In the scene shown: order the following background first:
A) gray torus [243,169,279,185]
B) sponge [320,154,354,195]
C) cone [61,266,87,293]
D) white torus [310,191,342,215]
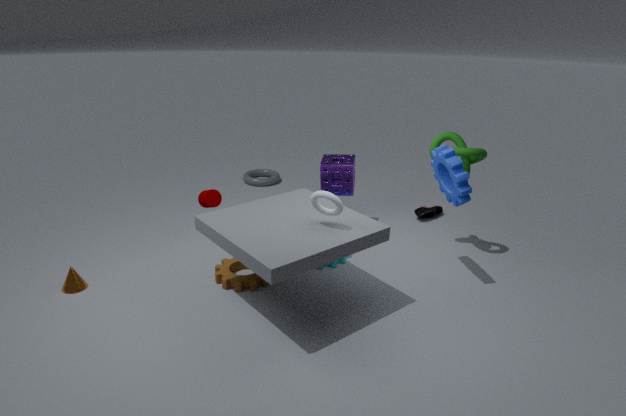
1. gray torus [243,169,279,185]
2. sponge [320,154,354,195]
3. cone [61,266,87,293]
4. white torus [310,191,342,215]
